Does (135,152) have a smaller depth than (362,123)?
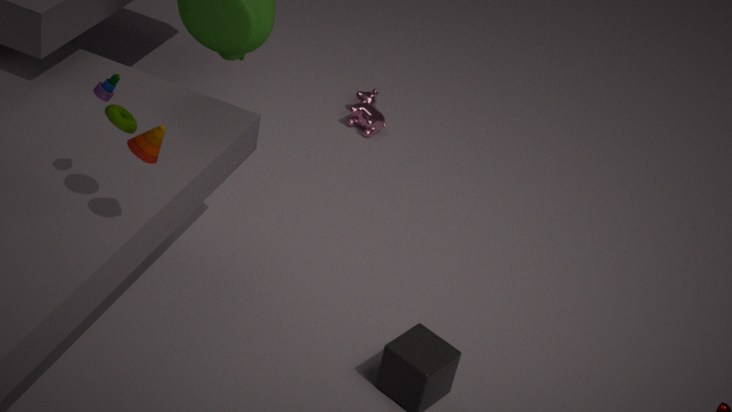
Yes
